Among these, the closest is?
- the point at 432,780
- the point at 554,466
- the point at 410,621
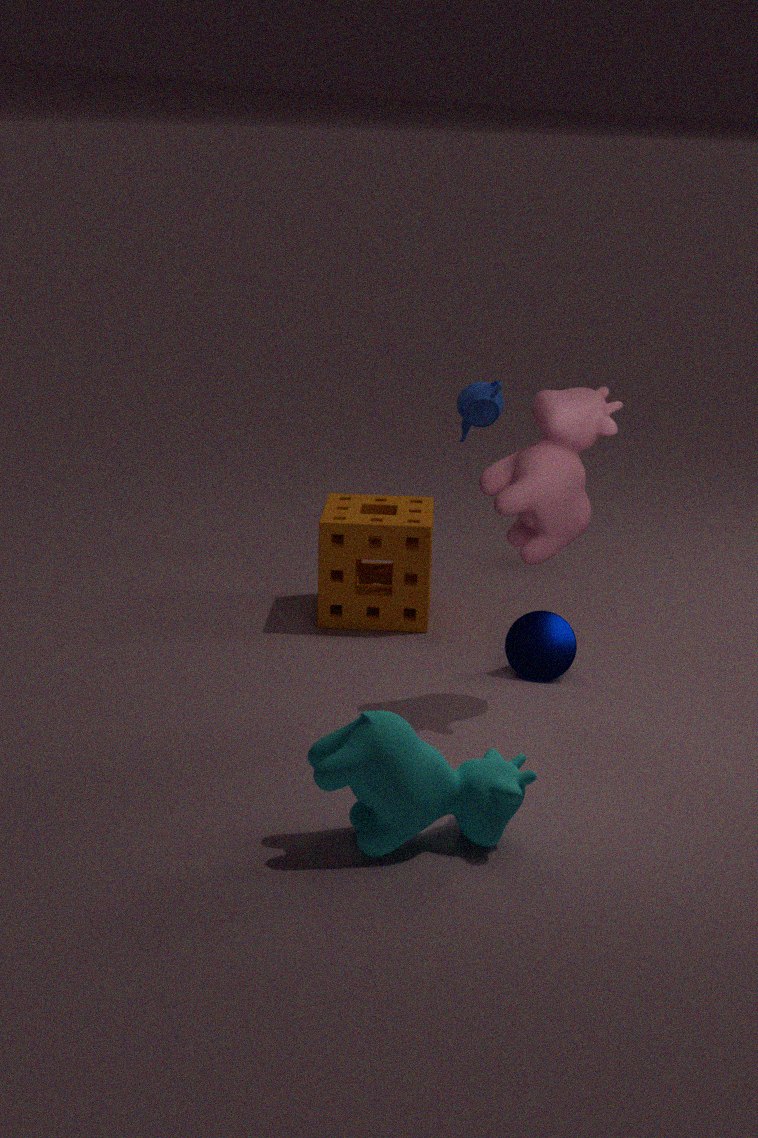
the point at 432,780
